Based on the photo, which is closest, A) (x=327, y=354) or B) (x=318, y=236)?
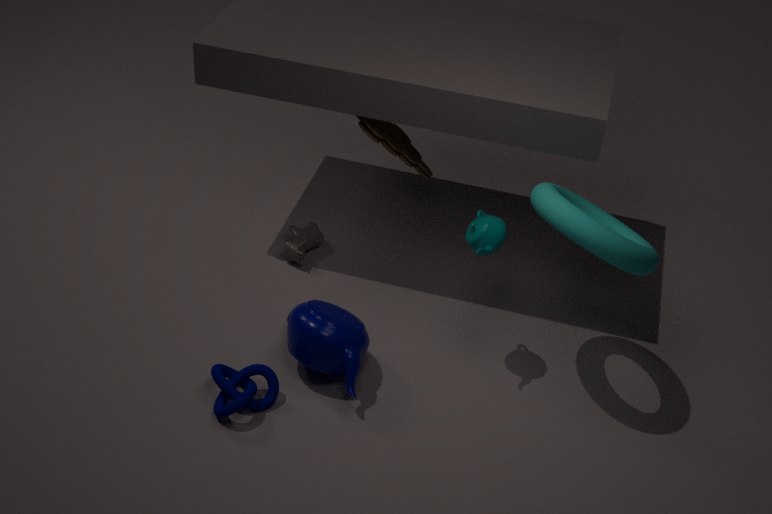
A. (x=327, y=354)
